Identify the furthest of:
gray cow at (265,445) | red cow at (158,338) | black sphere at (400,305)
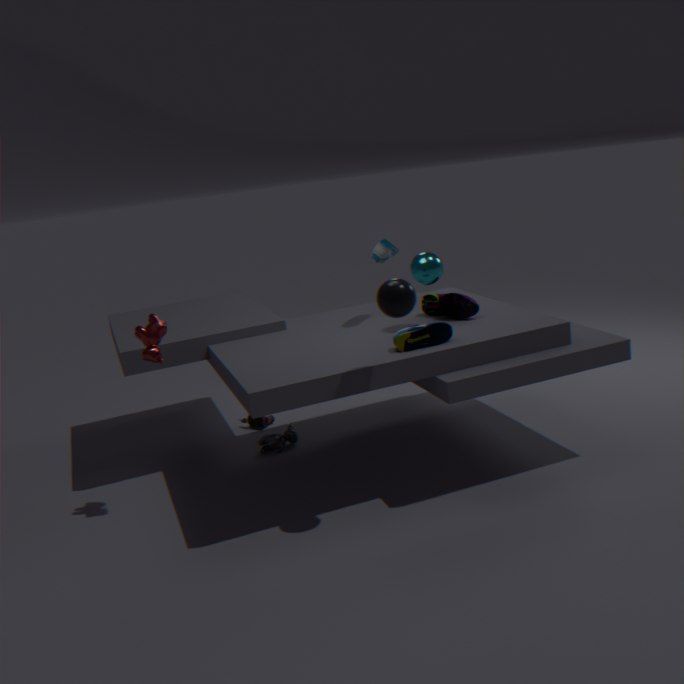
gray cow at (265,445)
